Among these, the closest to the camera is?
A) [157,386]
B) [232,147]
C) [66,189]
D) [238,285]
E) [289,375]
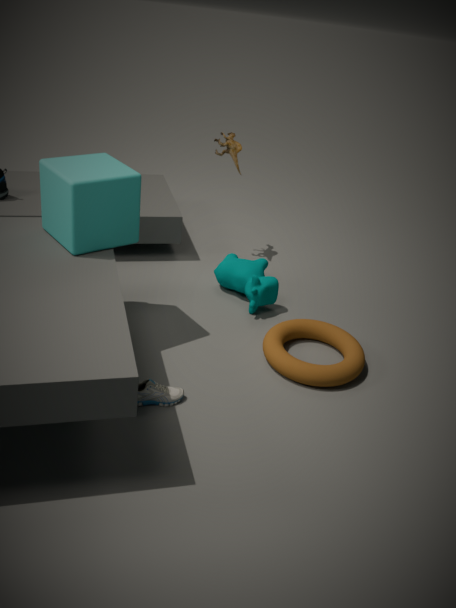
[66,189]
